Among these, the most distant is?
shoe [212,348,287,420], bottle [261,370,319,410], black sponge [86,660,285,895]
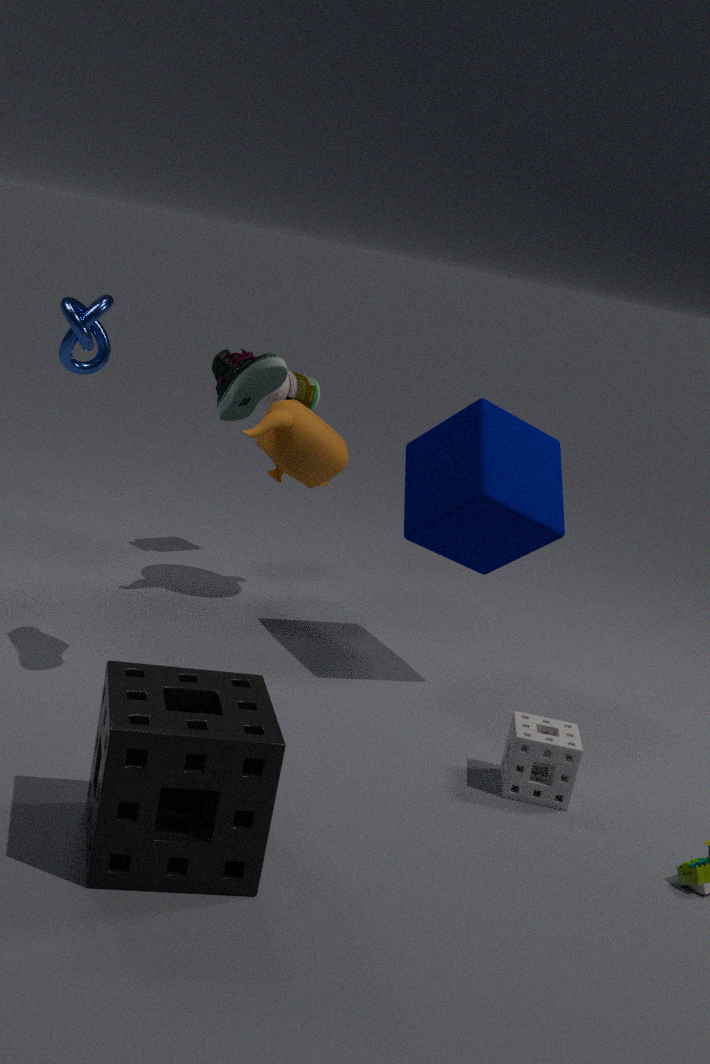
bottle [261,370,319,410]
